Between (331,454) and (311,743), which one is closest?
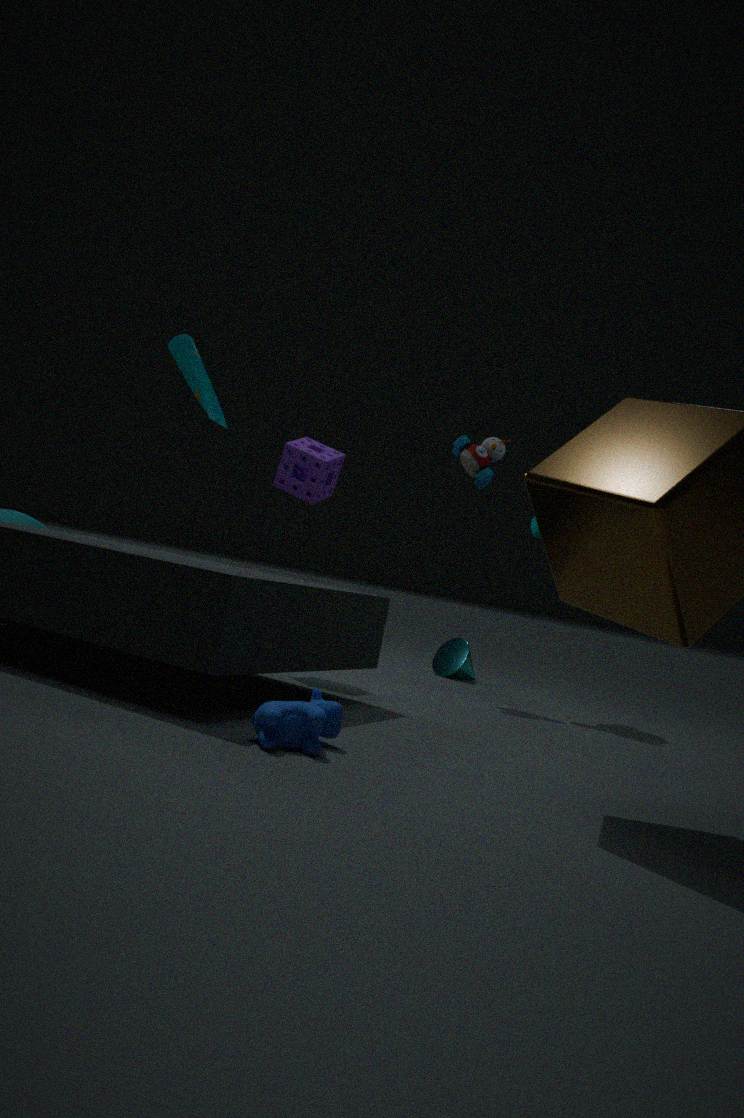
(311,743)
